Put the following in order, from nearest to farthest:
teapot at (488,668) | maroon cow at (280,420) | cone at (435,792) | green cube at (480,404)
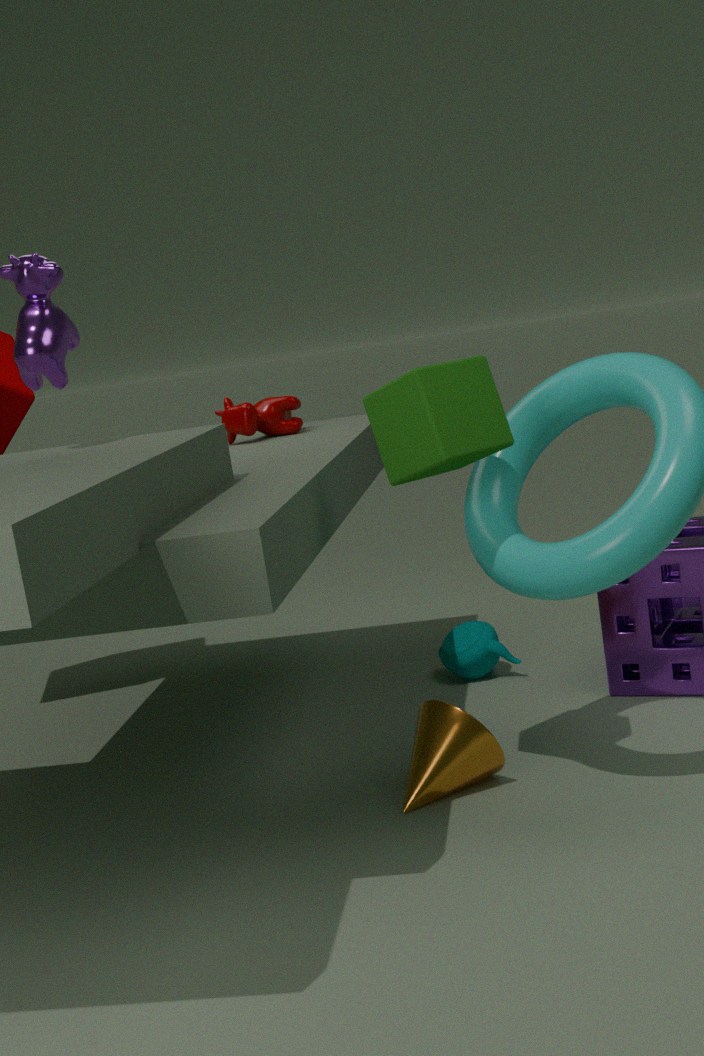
1. green cube at (480,404)
2. cone at (435,792)
3. maroon cow at (280,420)
4. teapot at (488,668)
